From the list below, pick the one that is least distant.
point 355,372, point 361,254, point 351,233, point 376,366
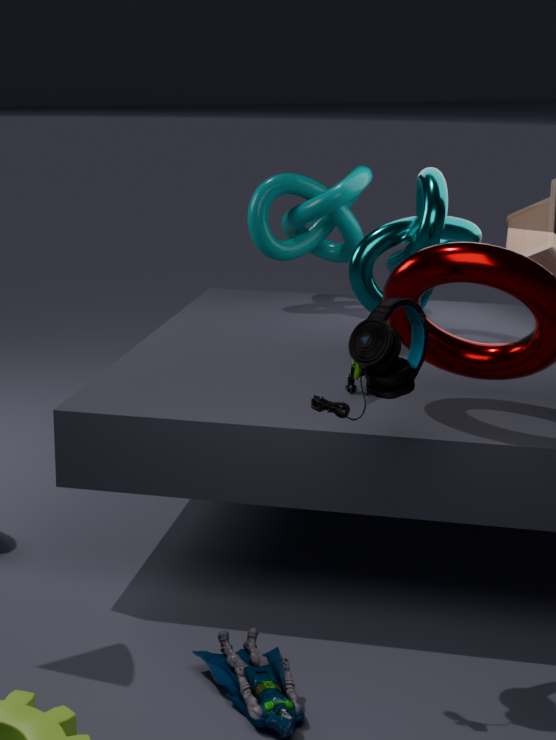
point 376,366
